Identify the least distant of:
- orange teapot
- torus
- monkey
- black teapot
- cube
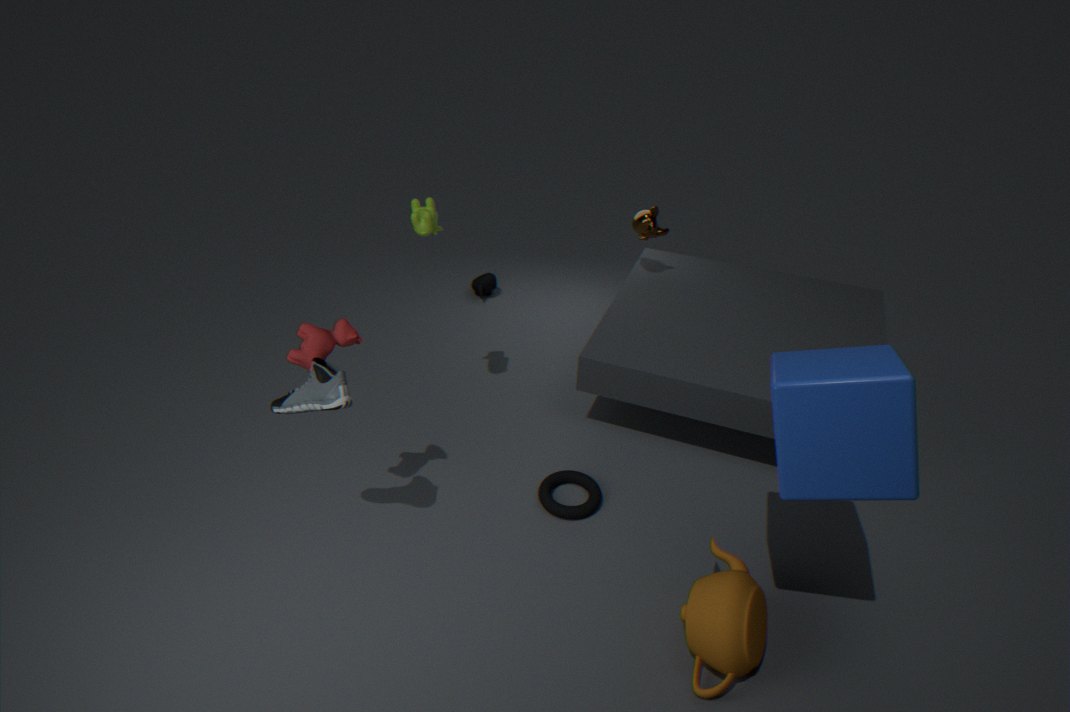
cube
